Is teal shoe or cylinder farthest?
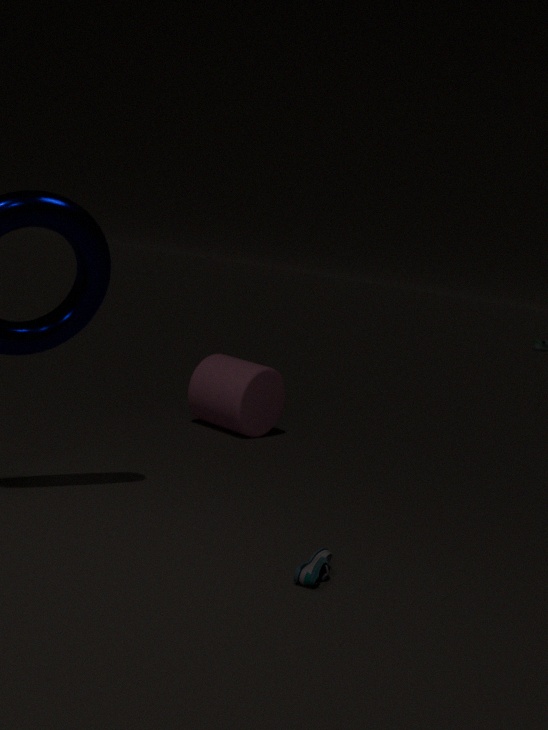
cylinder
